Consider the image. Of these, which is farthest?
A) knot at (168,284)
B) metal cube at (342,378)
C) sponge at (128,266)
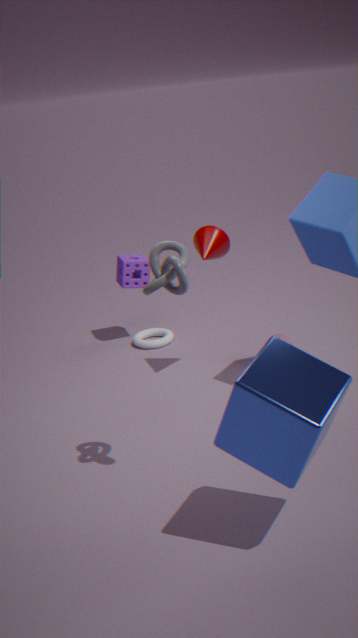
sponge at (128,266)
